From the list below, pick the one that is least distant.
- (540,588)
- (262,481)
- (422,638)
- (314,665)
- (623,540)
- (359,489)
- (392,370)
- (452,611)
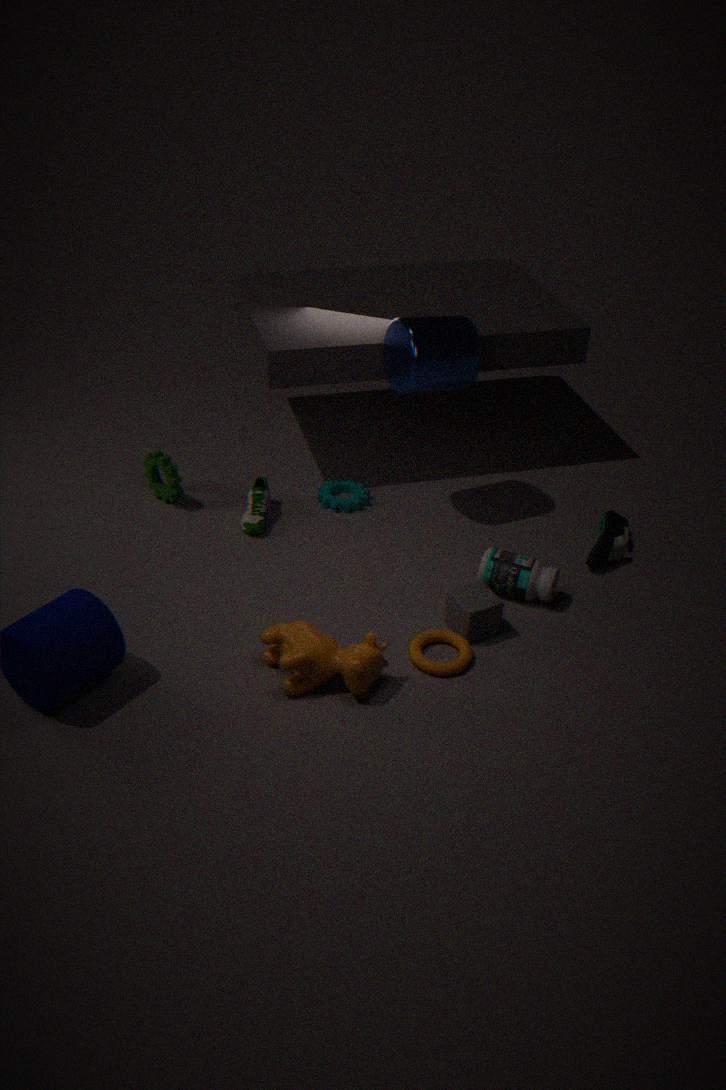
(314,665)
